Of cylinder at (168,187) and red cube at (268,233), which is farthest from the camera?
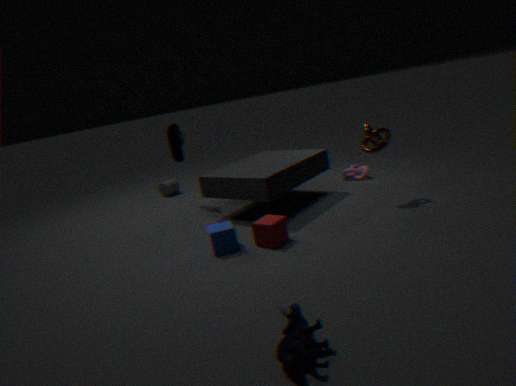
cylinder at (168,187)
